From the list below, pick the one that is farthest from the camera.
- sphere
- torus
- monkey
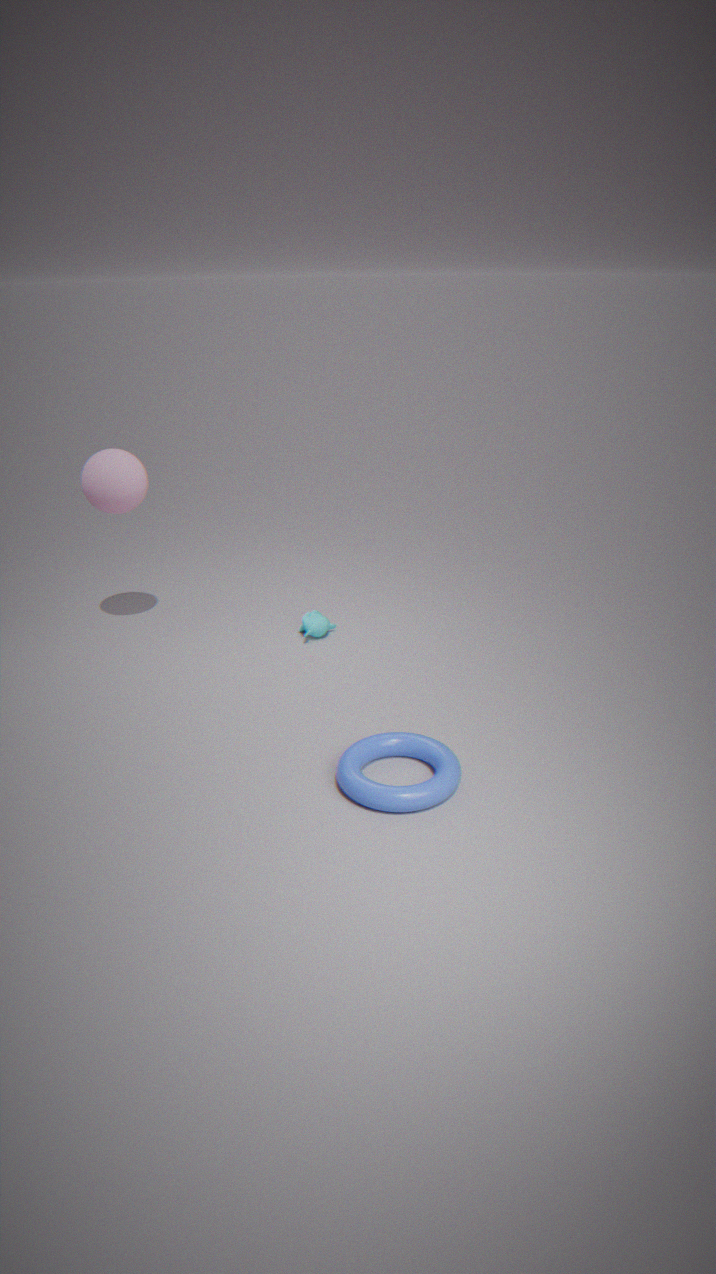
monkey
